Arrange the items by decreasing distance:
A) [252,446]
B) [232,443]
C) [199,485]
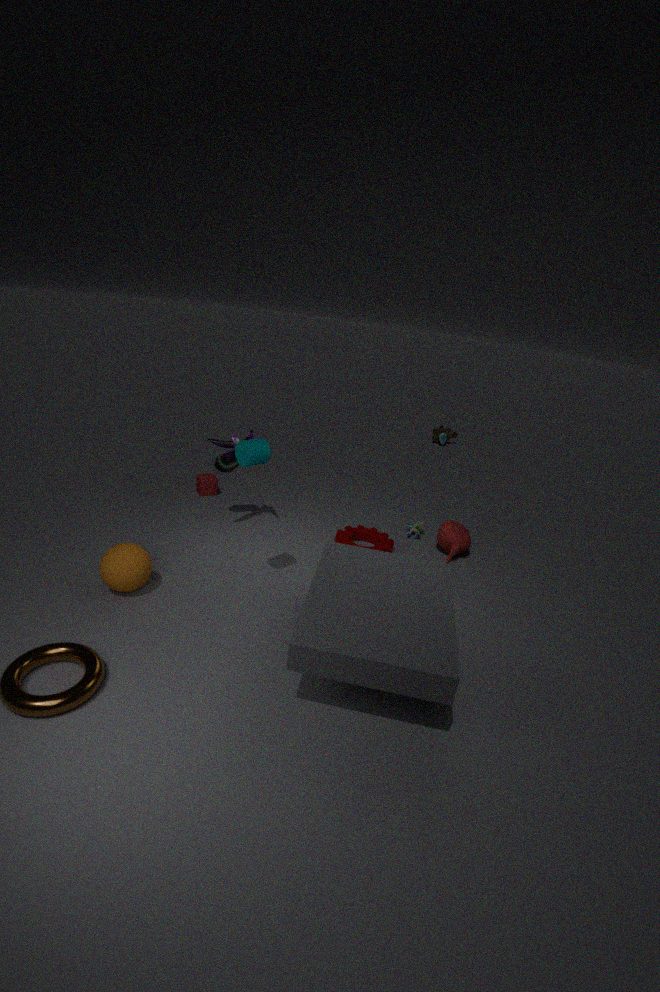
[199,485]
[232,443]
[252,446]
